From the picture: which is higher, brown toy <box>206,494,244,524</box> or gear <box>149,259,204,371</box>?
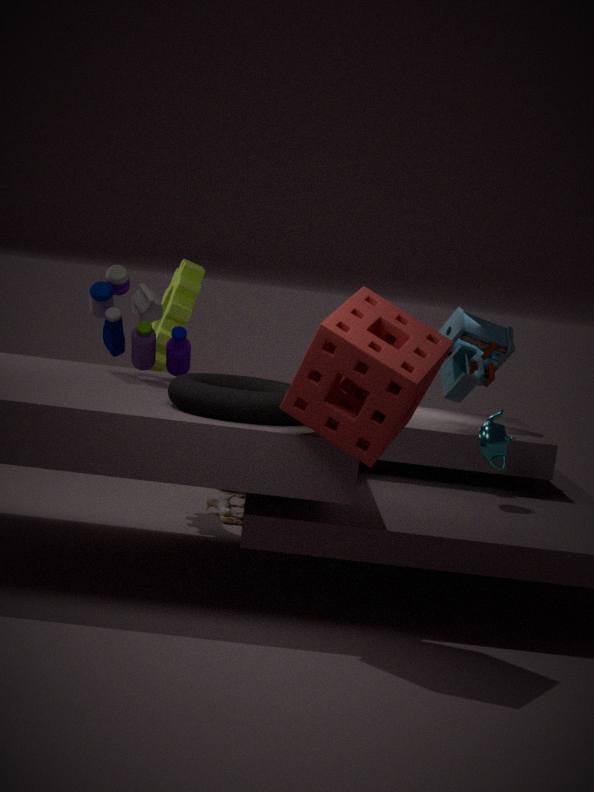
gear <box>149,259,204,371</box>
